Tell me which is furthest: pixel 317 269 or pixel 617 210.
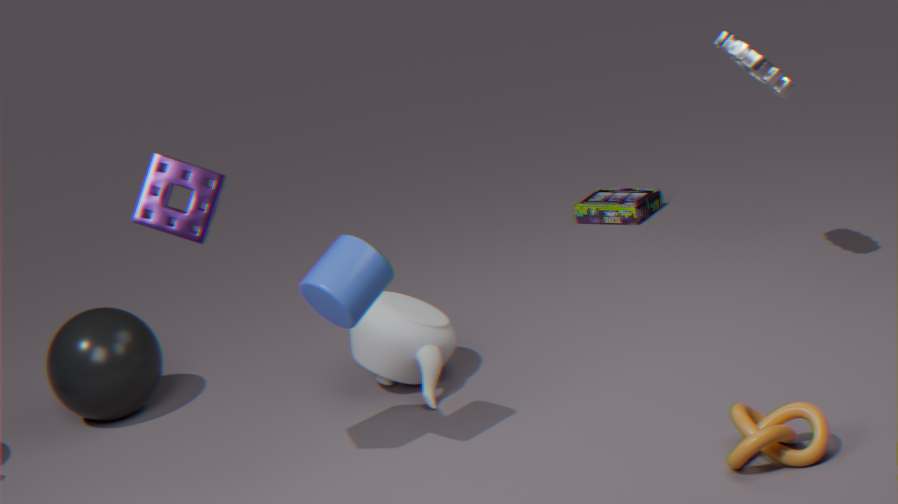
pixel 617 210
